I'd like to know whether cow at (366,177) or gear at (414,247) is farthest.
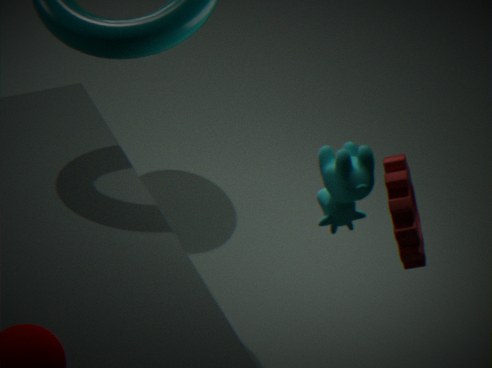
gear at (414,247)
